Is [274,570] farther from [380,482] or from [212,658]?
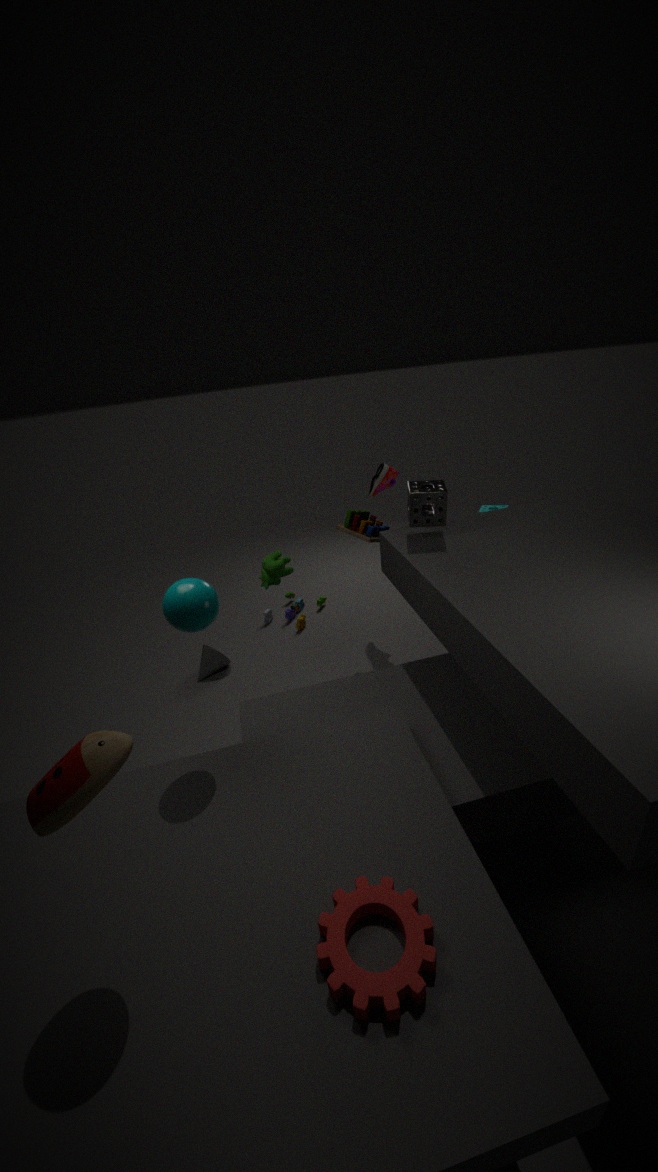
[380,482]
